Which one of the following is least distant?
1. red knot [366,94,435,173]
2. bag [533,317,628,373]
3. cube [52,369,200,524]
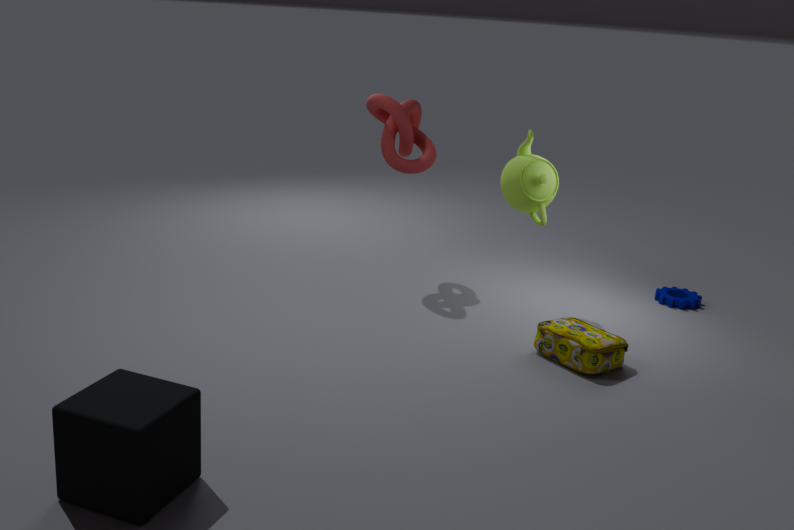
cube [52,369,200,524]
